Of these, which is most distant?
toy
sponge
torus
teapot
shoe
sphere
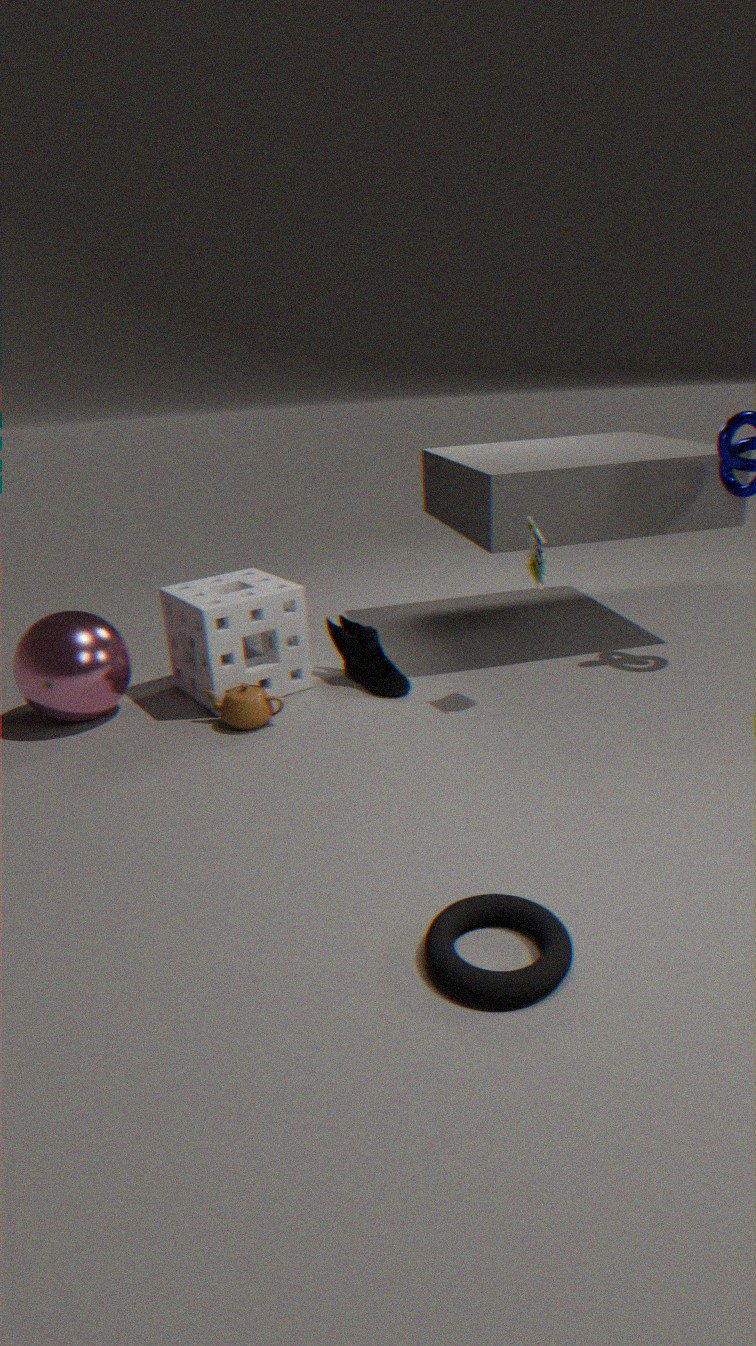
shoe
